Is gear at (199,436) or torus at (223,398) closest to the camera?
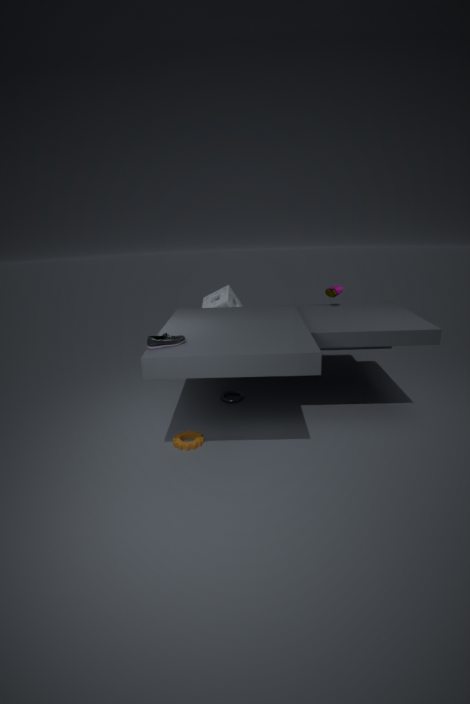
gear at (199,436)
